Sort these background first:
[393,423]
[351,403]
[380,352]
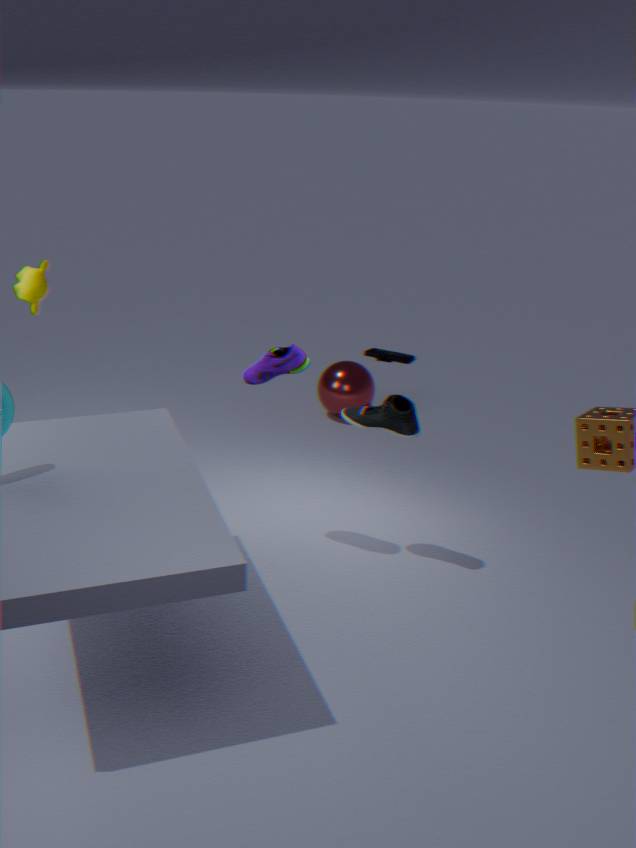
[380,352], [351,403], [393,423]
